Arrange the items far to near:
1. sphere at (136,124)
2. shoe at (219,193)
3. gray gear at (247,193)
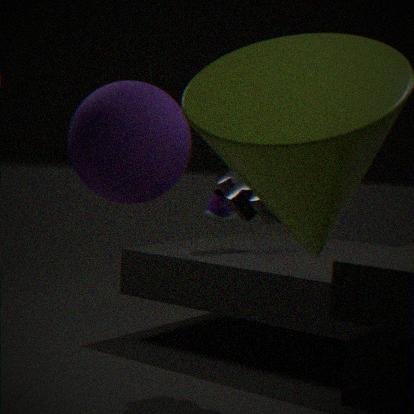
1. shoe at (219,193)
2. gray gear at (247,193)
3. sphere at (136,124)
